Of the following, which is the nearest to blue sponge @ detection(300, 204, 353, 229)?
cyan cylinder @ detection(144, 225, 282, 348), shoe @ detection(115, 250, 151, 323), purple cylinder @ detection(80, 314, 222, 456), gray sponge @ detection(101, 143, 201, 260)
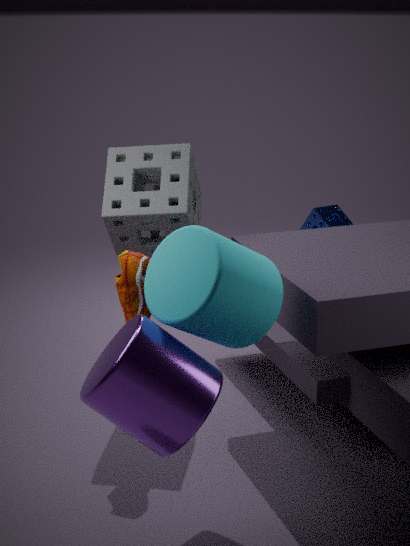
gray sponge @ detection(101, 143, 201, 260)
